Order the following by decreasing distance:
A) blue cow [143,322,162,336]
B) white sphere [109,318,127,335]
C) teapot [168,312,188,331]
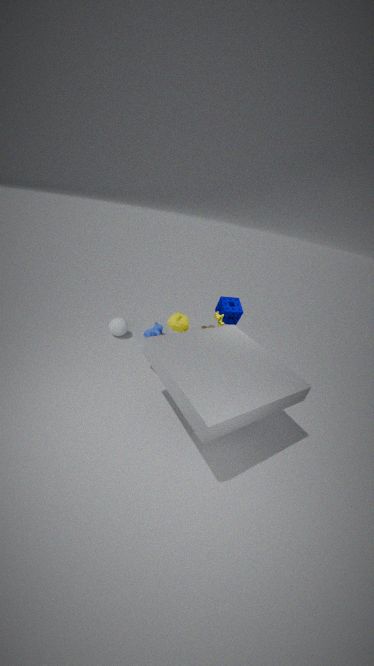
blue cow [143,322,162,336]
white sphere [109,318,127,335]
teapot [168,312,188,331]
